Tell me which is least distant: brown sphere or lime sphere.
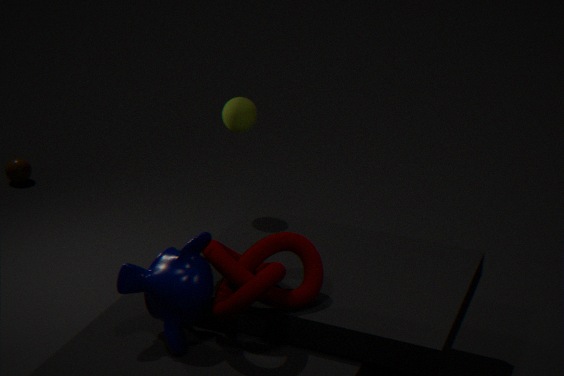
lime sphere
